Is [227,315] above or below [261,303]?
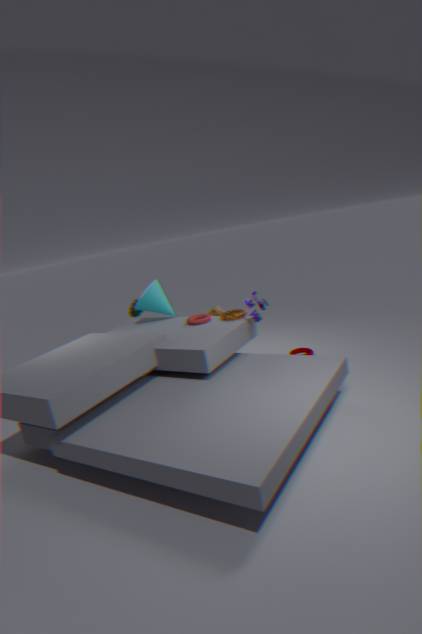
below
